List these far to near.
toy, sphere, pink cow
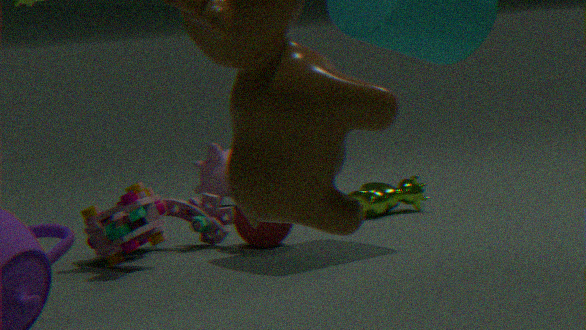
pink cow, sphere, toy
